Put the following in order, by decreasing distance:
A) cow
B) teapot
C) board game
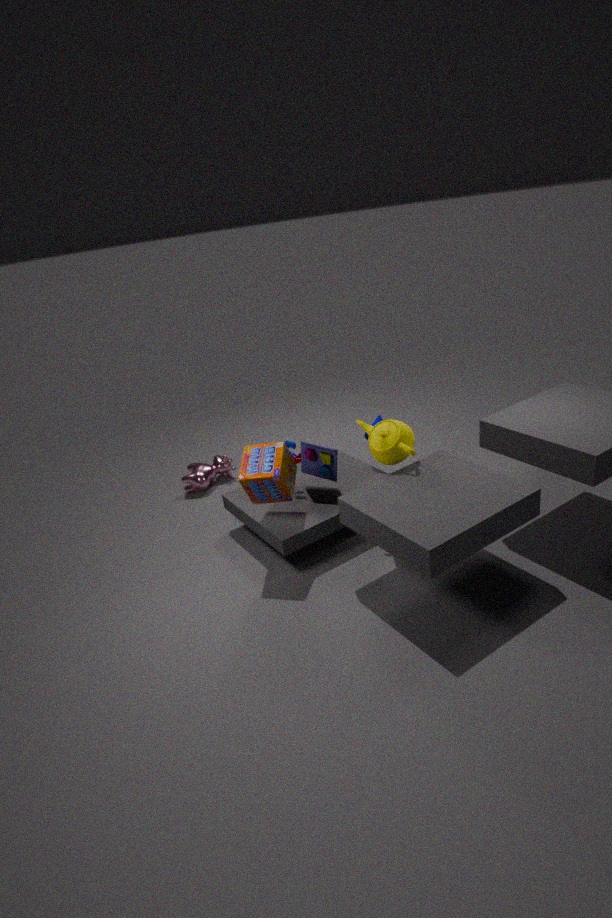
cow
teapot
board game
